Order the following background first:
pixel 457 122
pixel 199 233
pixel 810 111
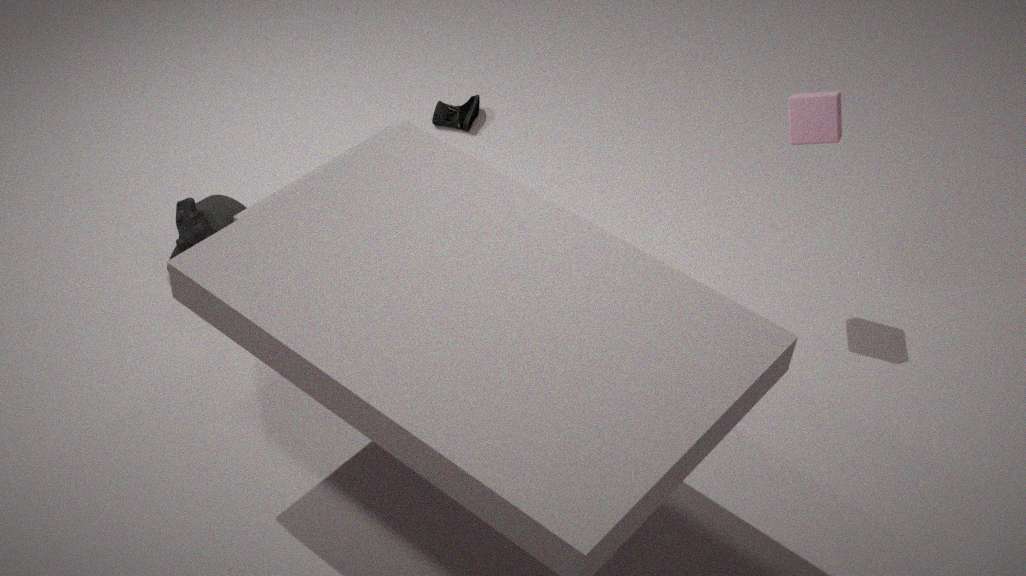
1. pixel 457 122
2. pixel 199 233
3. pixel 810 111
